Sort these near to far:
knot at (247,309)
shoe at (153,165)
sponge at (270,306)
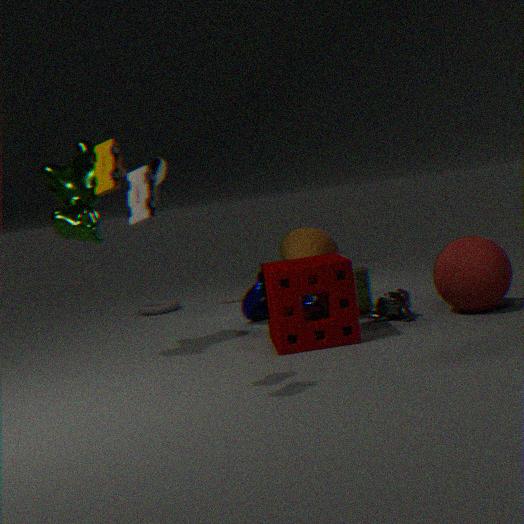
sponge at (270,306), knot at (247,309), shoe at (153,165)
